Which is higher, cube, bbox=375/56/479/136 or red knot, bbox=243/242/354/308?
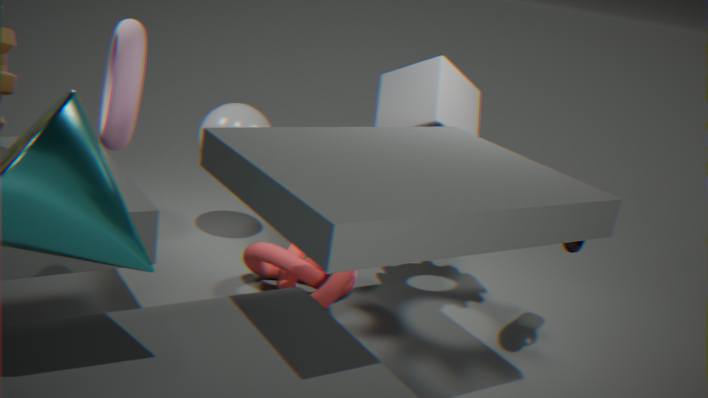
cube, bbox=375/56/479/136
